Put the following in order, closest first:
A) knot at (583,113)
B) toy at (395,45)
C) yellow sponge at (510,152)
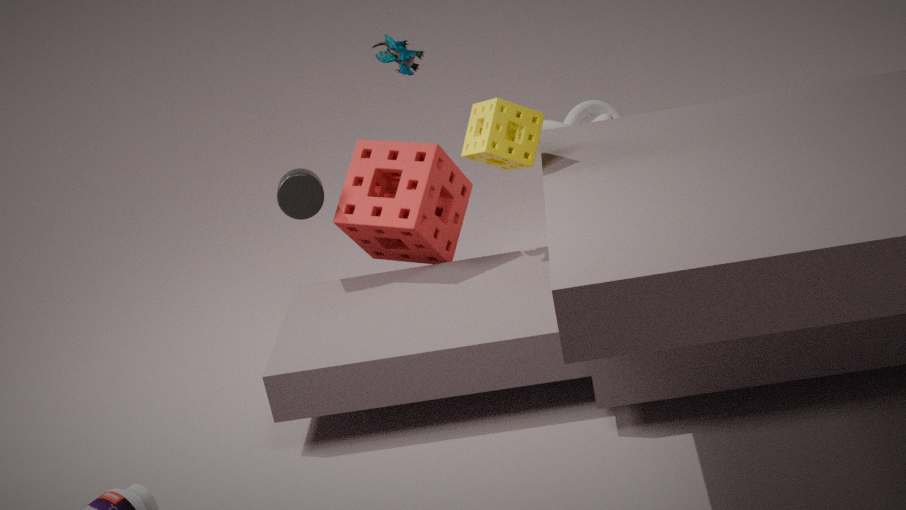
yellow sponge at (510,152)
toy at (395,45)
knot at (583,113)
